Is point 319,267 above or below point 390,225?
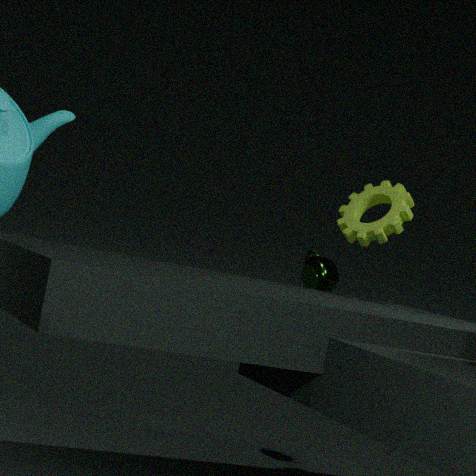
below
